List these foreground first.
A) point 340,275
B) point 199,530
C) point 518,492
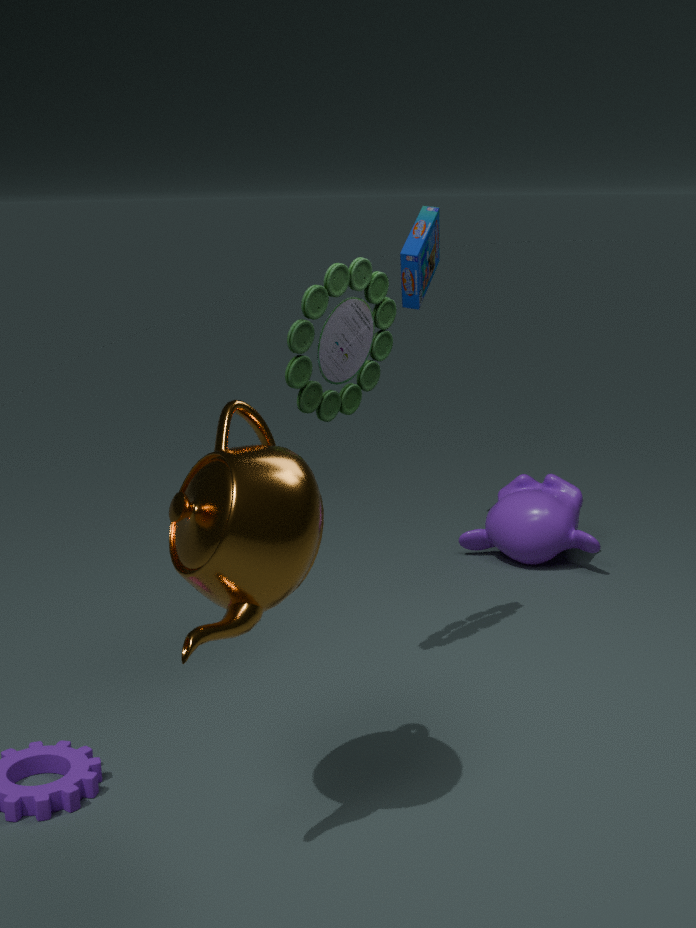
point 199,530
point 340,275
point 518,492
